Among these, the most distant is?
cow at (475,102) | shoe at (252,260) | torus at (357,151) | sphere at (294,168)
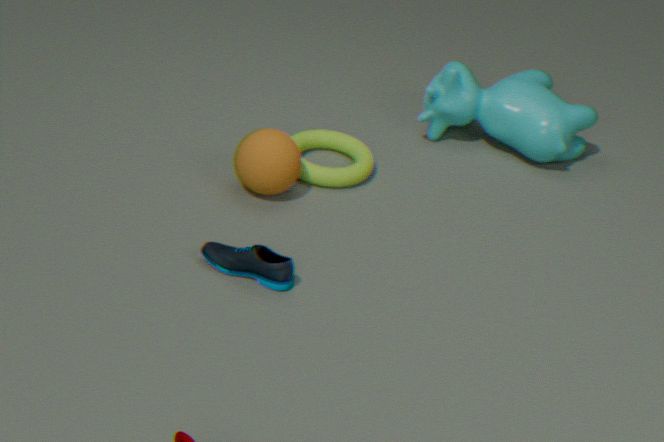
cow at (475,102)
